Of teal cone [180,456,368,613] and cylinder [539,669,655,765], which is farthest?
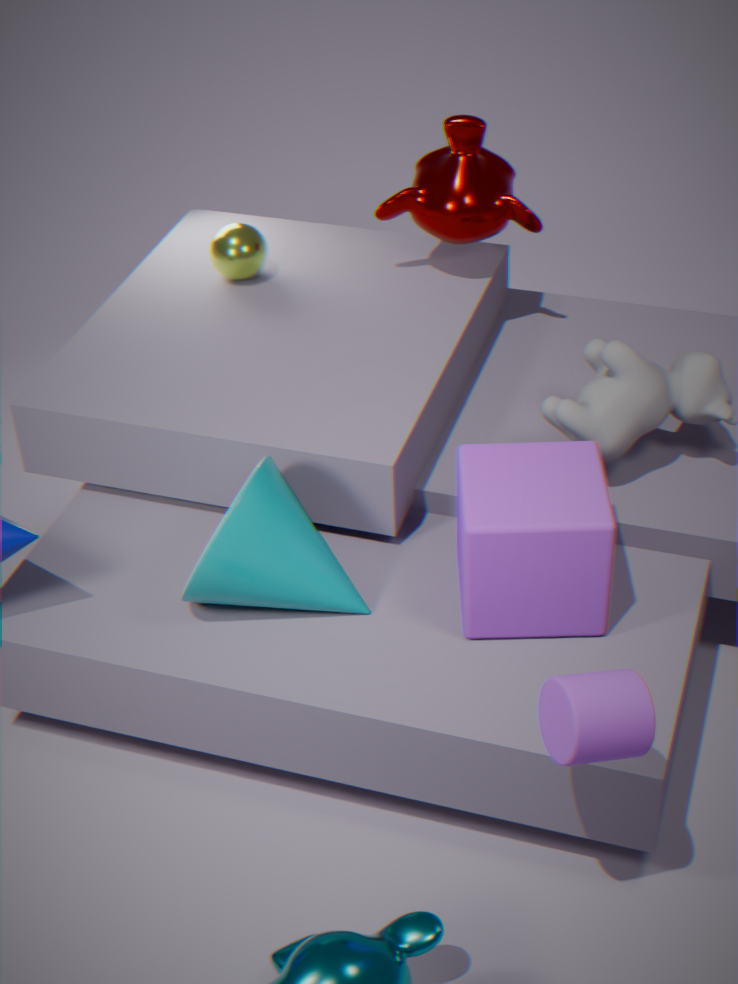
teal cone [180,456,368,613]
